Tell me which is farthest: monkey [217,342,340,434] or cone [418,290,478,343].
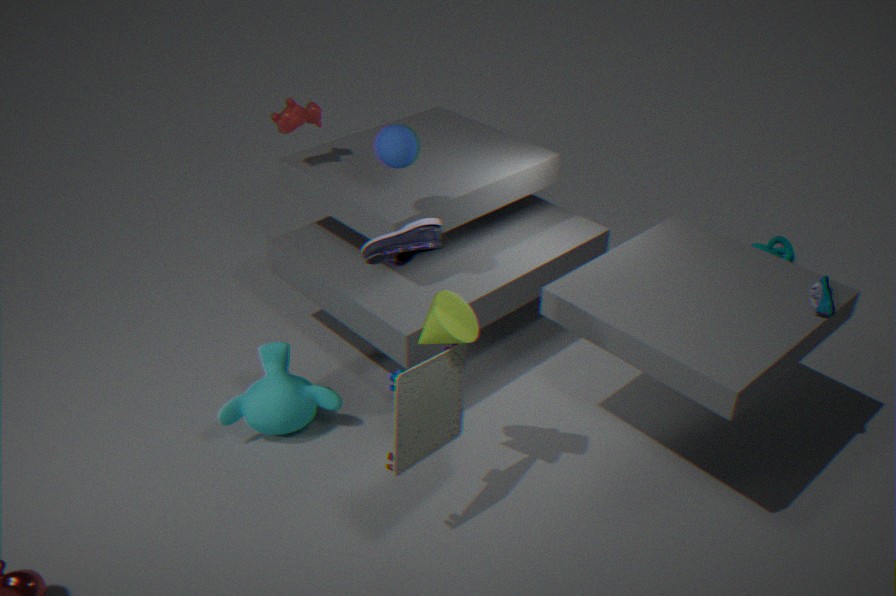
monkey [217,342,340,434]
